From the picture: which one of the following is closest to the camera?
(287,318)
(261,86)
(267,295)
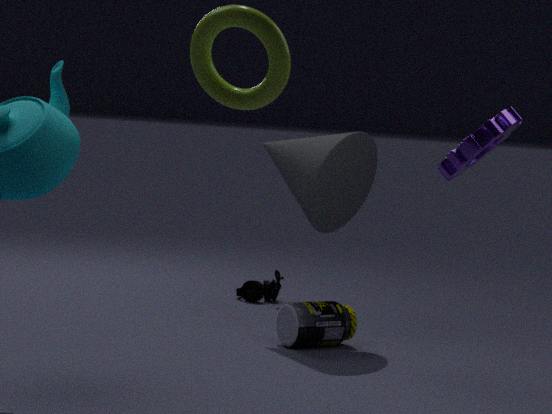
(261,86)
